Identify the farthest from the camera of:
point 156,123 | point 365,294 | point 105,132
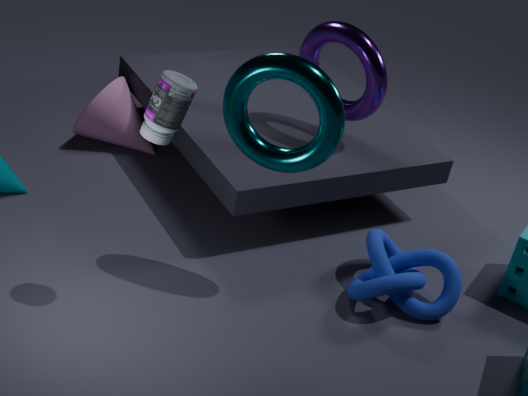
point 105,132
